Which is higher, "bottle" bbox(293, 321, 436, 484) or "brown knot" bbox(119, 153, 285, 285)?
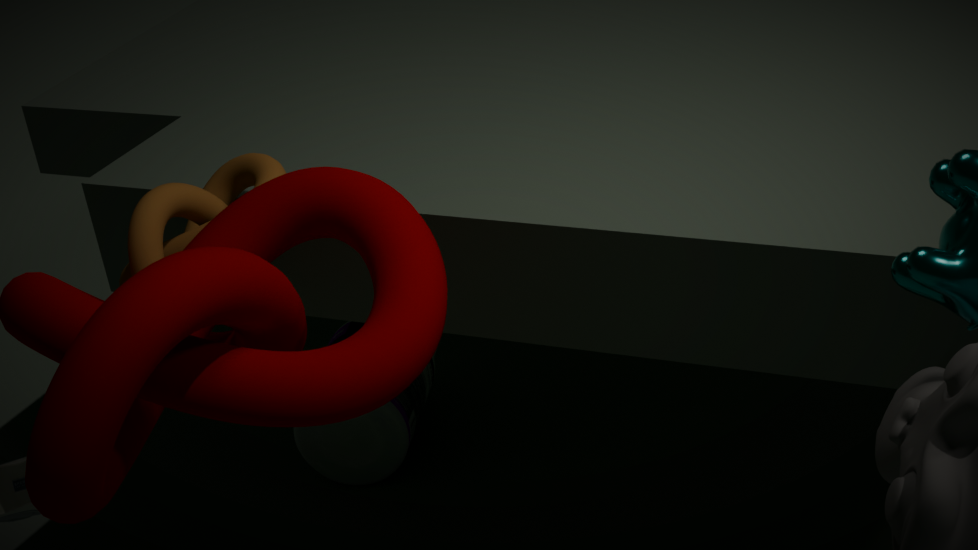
"brown knot" bbox(119, 153, 285, 285)
